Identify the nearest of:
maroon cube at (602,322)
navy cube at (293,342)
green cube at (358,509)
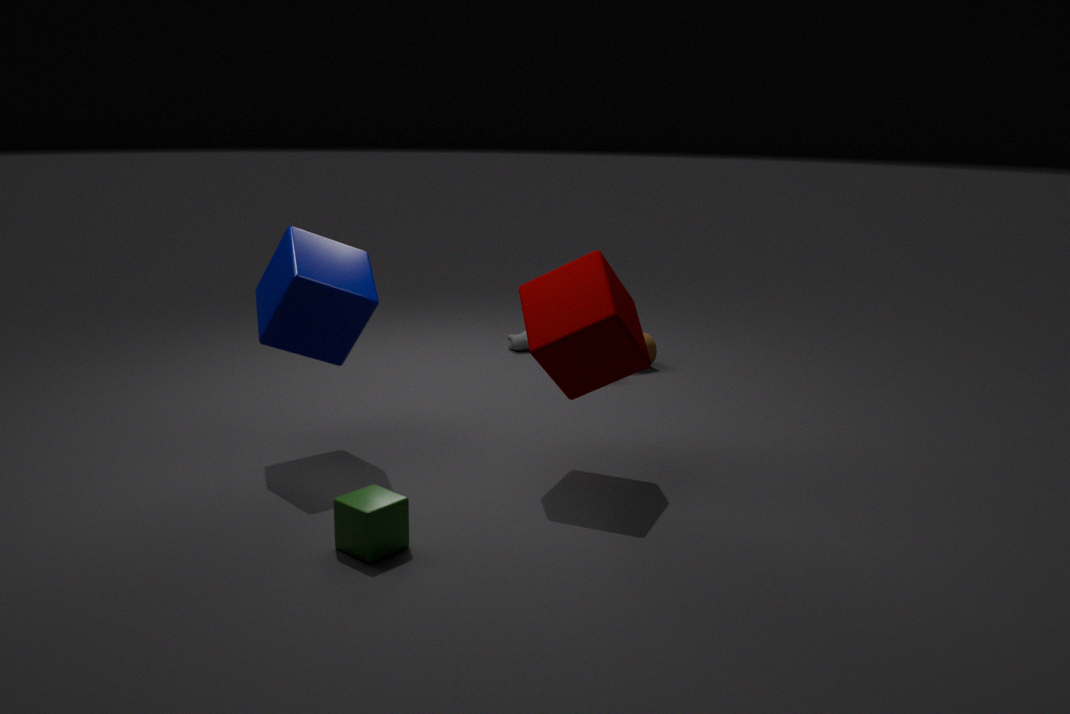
green cube at (358,509)
